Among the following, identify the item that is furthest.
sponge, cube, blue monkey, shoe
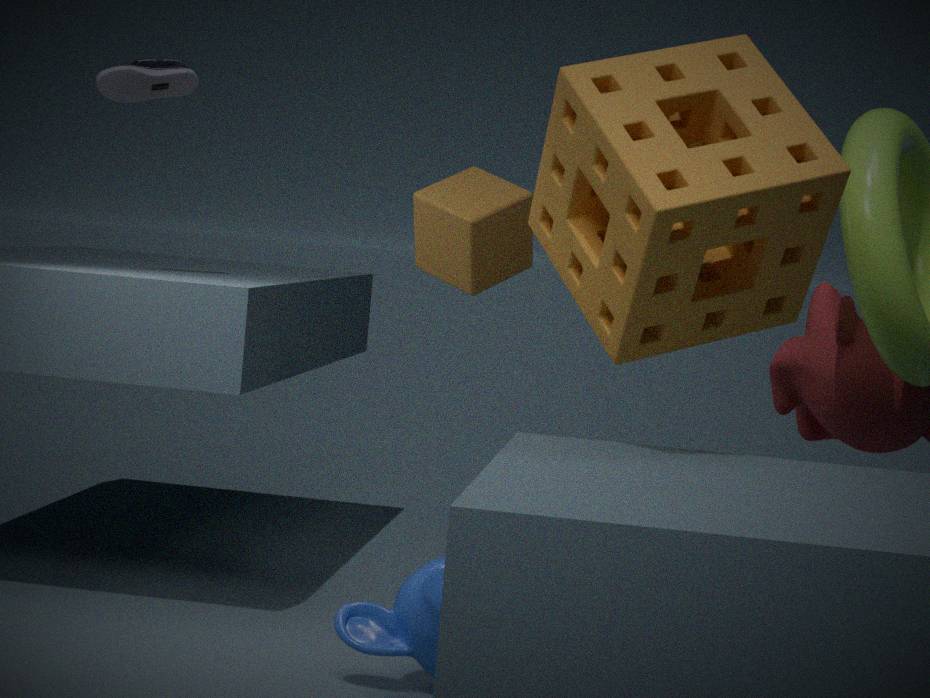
shoe
